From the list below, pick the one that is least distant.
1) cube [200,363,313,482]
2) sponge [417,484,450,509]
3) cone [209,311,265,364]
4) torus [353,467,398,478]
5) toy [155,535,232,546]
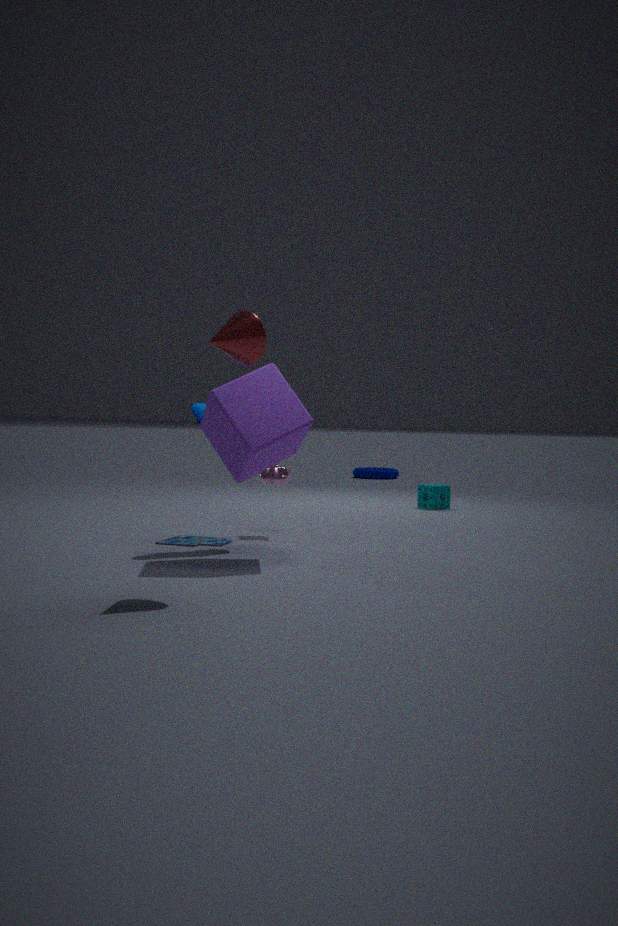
3. cone [209,311,265,364]
